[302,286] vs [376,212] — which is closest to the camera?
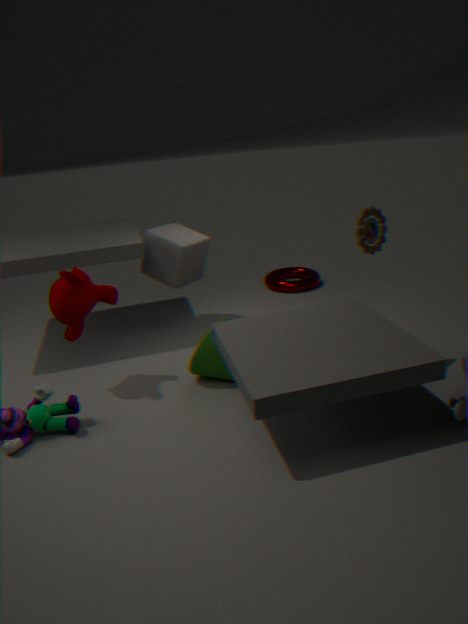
[376,212]
